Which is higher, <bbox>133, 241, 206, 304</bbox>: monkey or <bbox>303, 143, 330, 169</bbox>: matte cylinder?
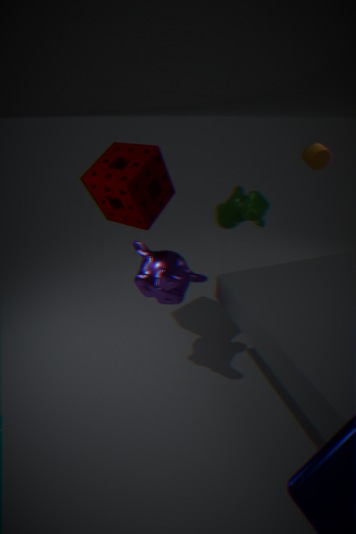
<bbox>303, 143, 330, 169</bbox>: matte cylinder
